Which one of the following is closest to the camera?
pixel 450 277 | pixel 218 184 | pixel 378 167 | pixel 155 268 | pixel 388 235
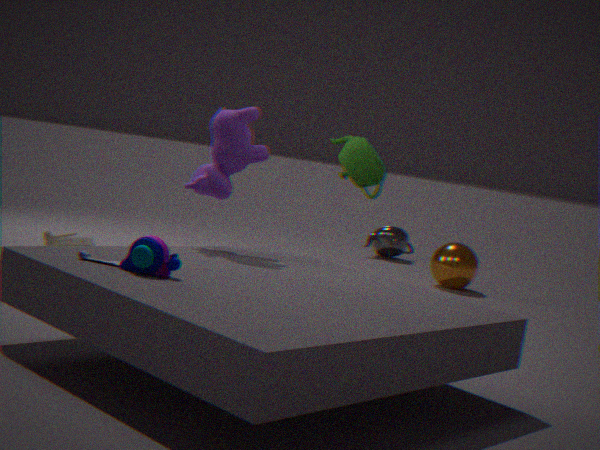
pixel 155 268
